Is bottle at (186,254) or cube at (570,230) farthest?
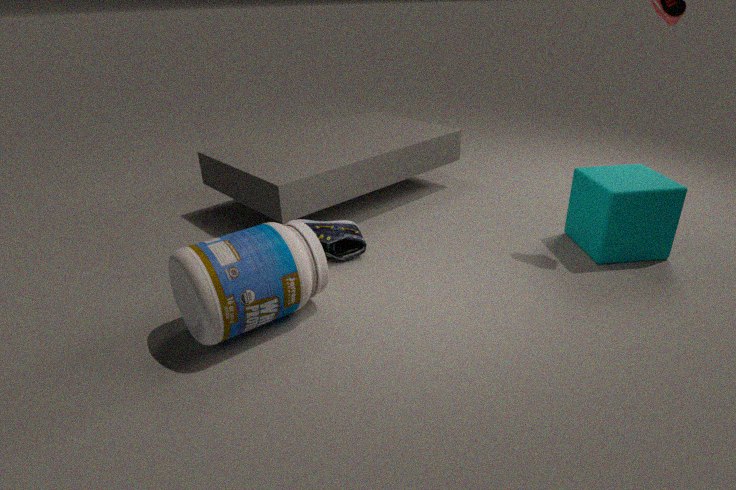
cube at (570,230)
